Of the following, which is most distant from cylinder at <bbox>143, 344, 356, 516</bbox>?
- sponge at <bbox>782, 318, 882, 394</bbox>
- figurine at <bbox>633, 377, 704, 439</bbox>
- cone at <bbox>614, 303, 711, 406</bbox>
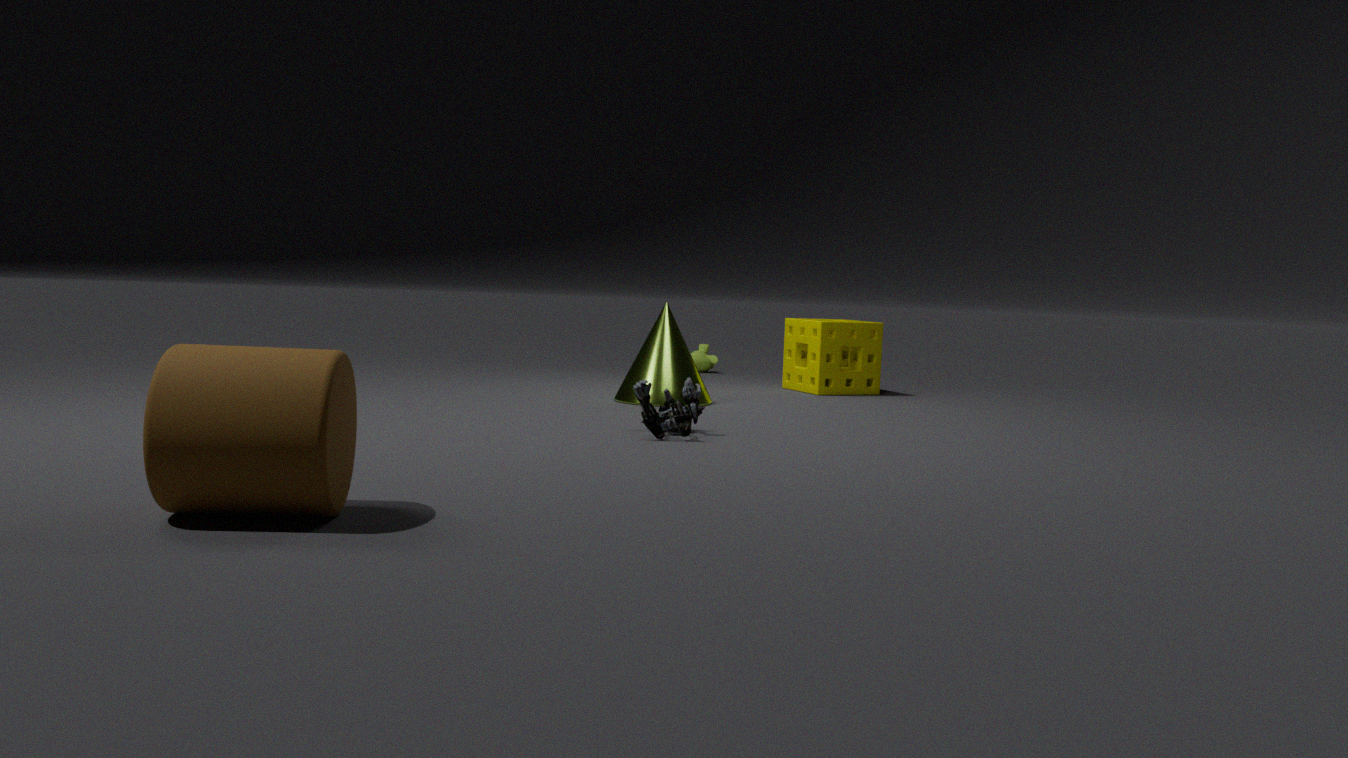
sponge at <bbox>782, 318, 882, 394</bbox>
